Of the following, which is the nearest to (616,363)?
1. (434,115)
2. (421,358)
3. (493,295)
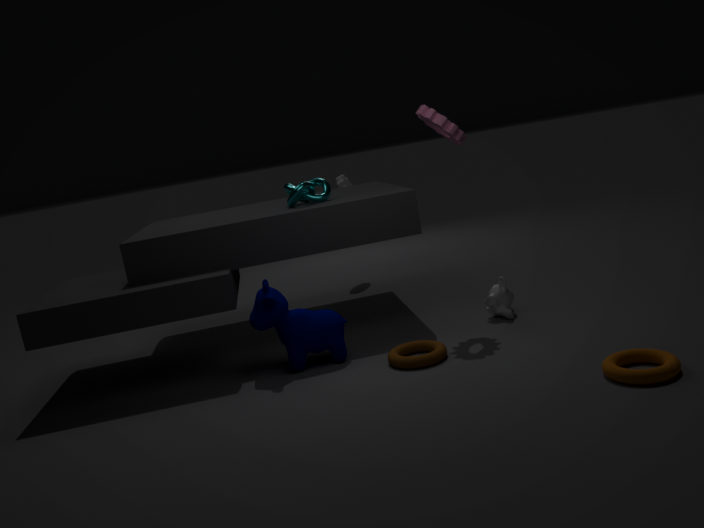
(421,358)
